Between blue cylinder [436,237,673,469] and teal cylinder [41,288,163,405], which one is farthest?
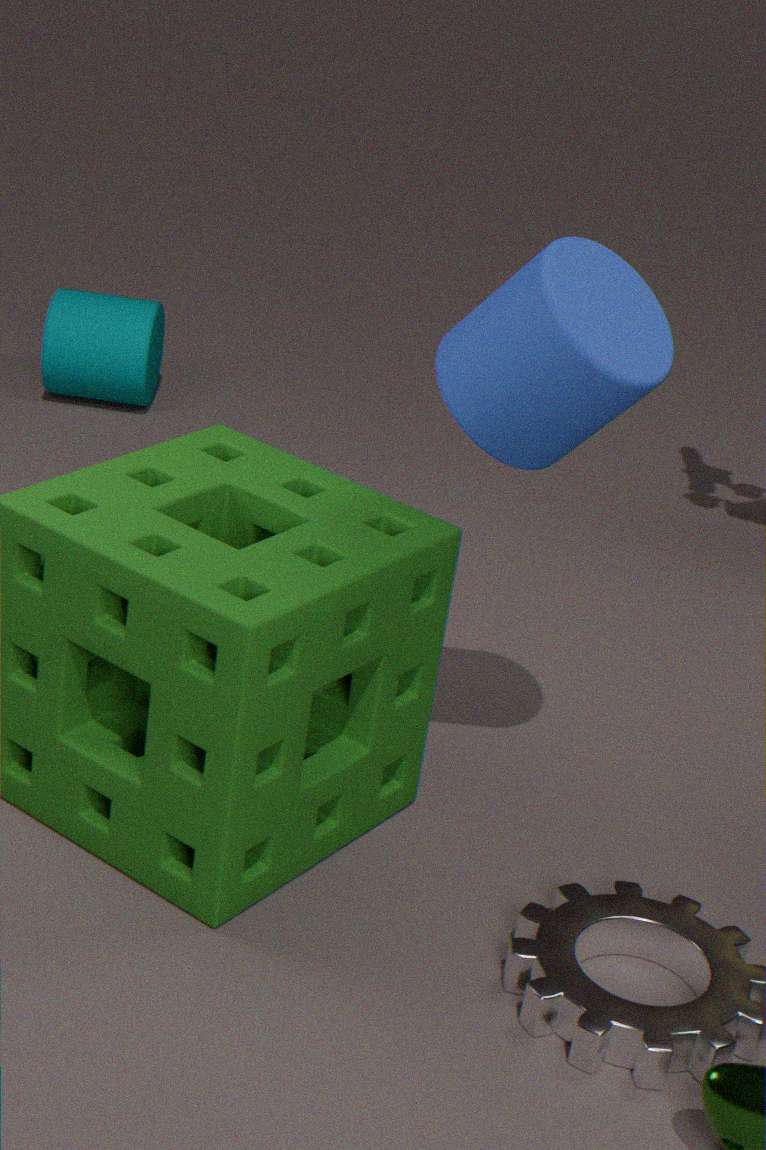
teal cylinder [41,288,163,405]
